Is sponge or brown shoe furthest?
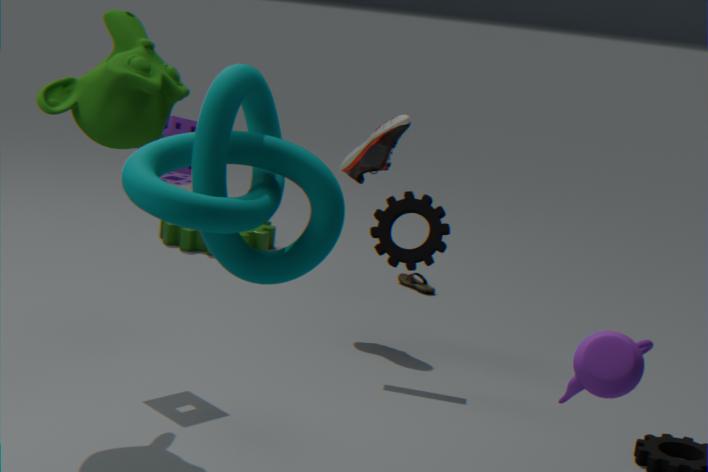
brown shoe
